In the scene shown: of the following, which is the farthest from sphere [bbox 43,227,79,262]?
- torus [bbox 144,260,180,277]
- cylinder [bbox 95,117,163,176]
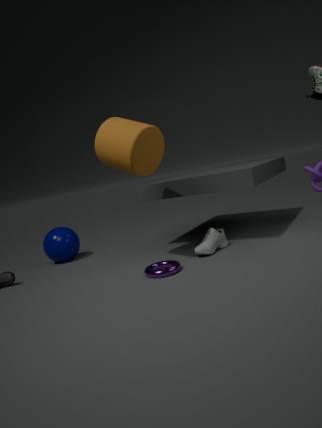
torus [bbox 144,260,180,277]
